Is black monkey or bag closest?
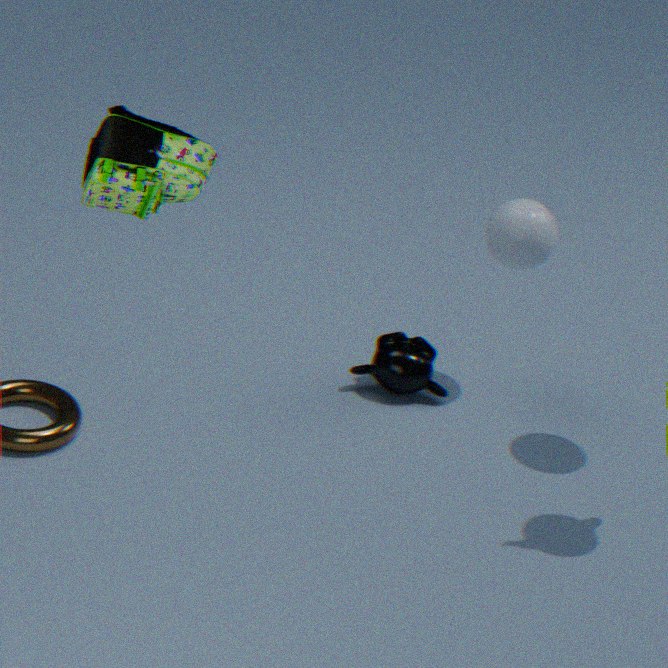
bag
